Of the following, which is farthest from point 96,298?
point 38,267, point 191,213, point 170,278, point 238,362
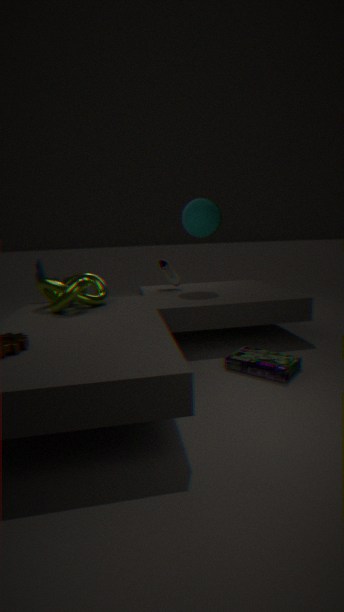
point 238,362
